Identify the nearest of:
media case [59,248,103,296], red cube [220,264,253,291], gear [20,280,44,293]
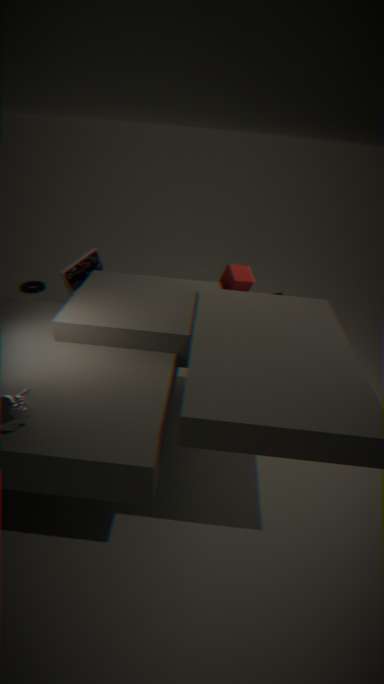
red cube [220,264,253,291]
